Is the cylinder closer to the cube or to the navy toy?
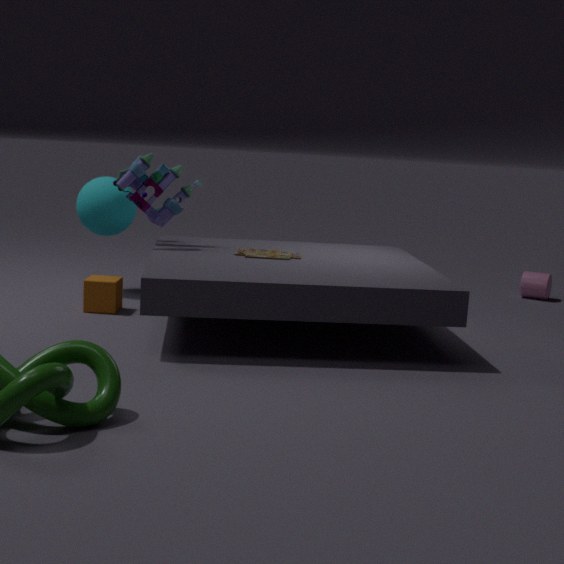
the navy toy
